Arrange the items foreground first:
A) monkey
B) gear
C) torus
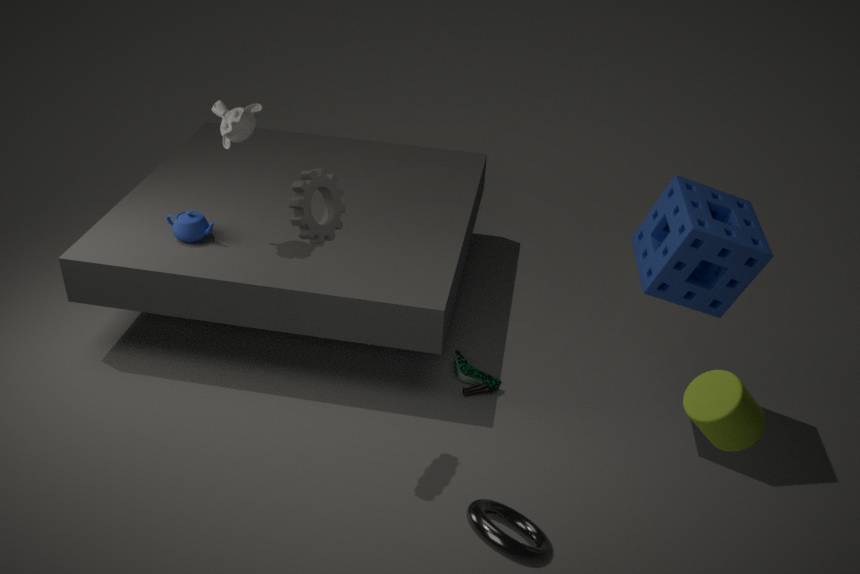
torus < gear < monkey
